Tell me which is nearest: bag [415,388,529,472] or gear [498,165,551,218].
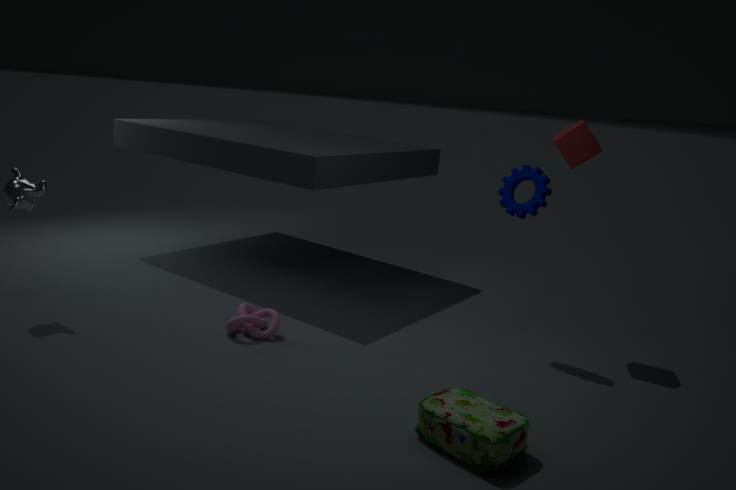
bag [415,388,529,472]
